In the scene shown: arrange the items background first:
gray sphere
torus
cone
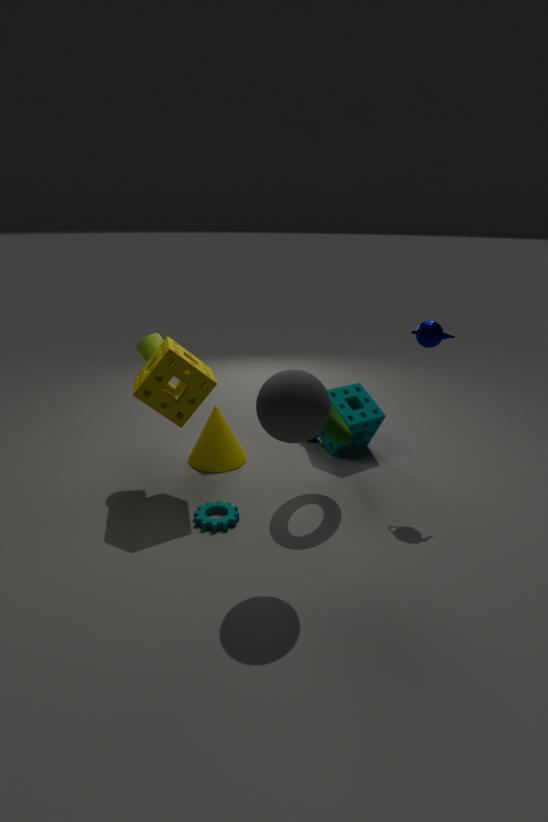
cone < torus < gray sphere
